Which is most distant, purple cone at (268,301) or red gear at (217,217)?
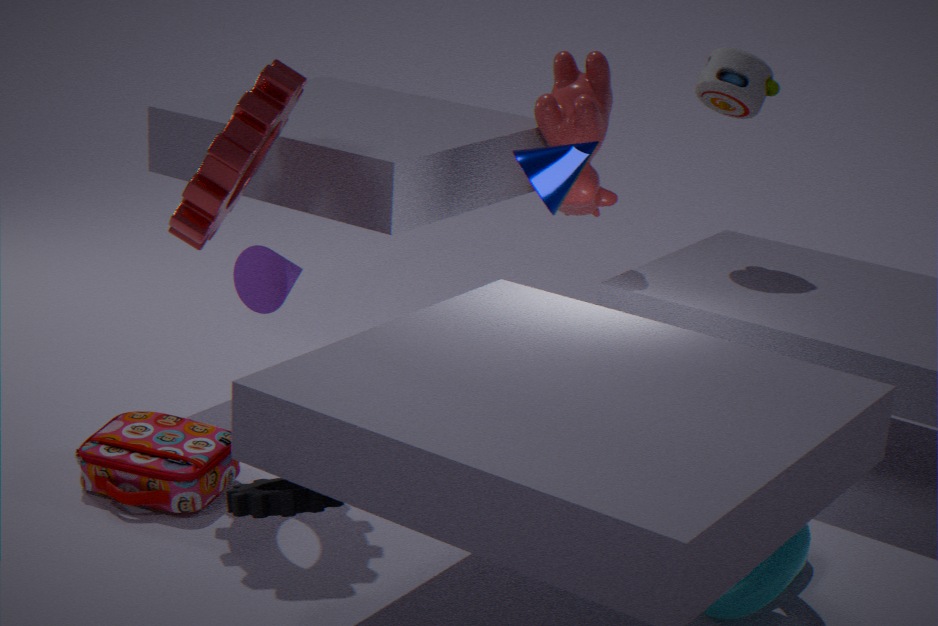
purple cone at (268,301)
